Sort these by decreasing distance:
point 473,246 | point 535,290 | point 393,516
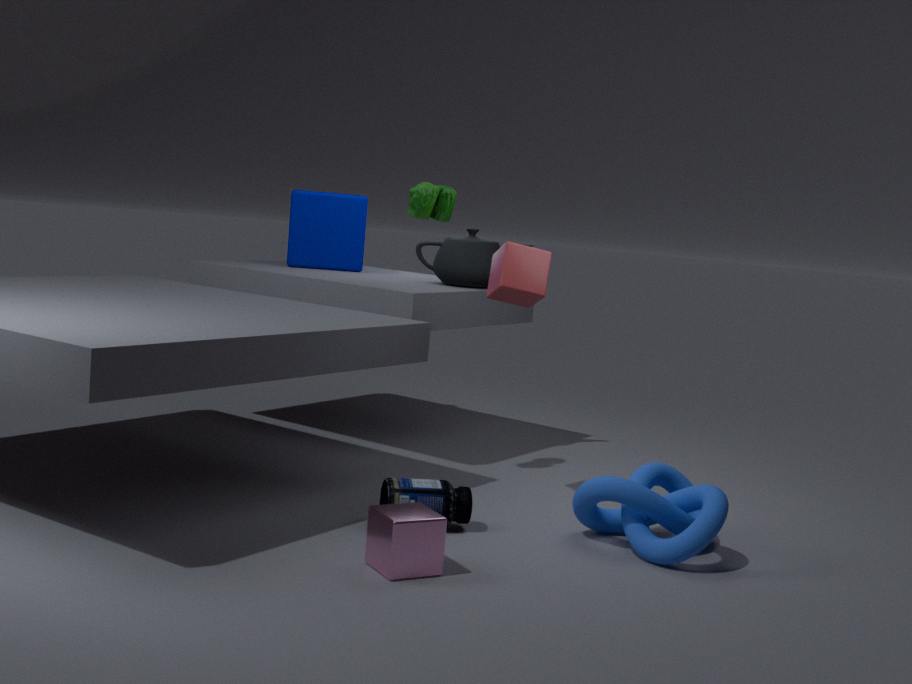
point 473,246 → point 535,290 → point 393,516
